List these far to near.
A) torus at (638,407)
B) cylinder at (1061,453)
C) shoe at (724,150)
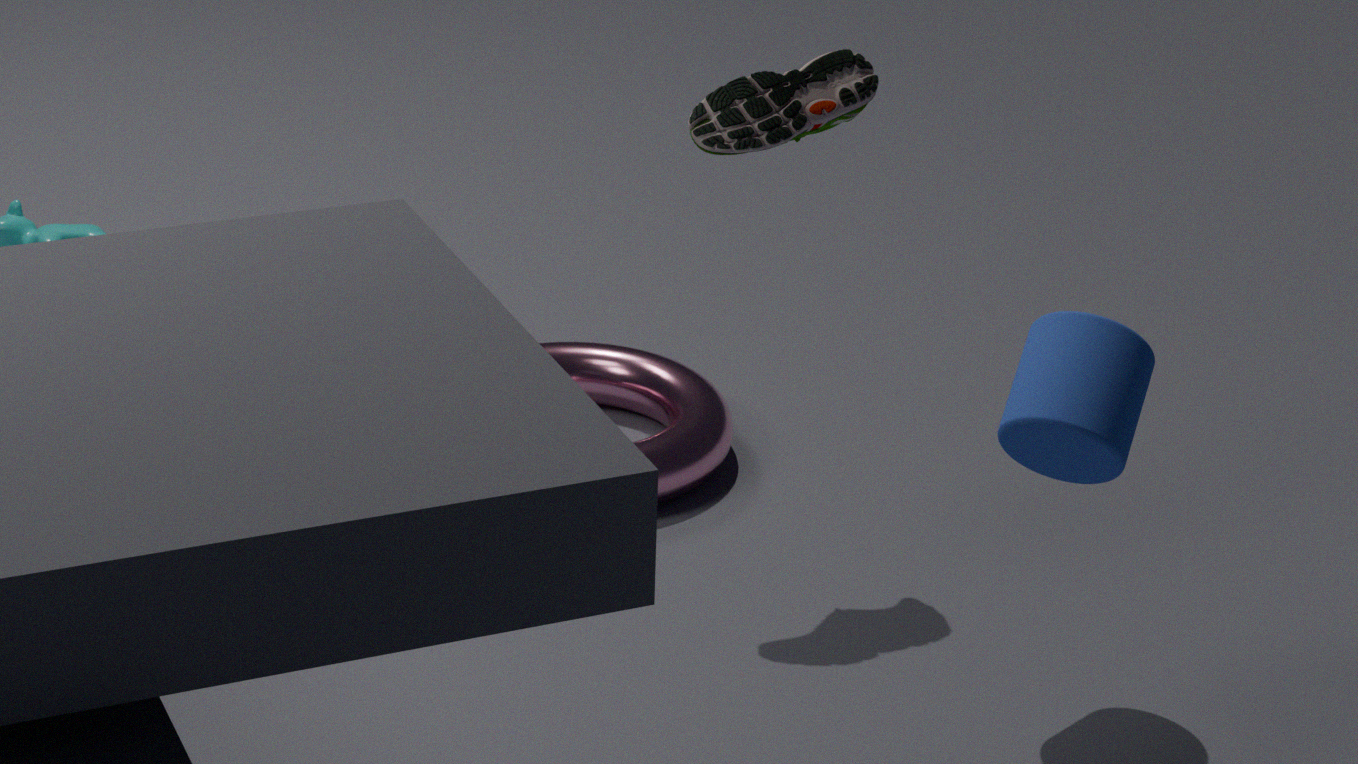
torus at (638,407) < shoe at (724,150) < cylinder at (1061,453)
